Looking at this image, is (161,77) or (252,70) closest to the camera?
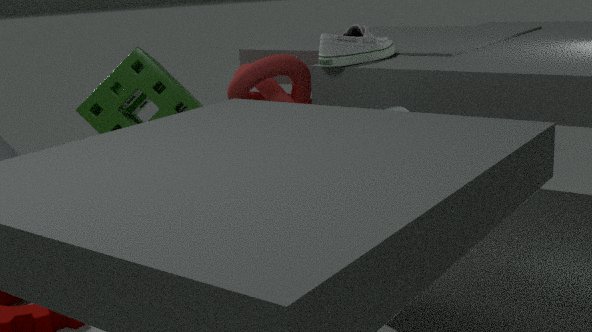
(252,70)
